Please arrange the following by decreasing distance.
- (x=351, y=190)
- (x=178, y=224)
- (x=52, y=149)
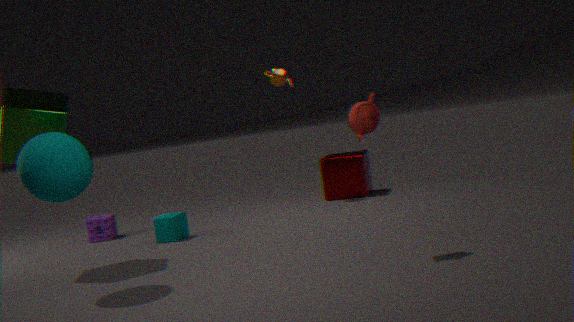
(x=351, y=190)
(x=178, y=224)
(x=52, y=149)
